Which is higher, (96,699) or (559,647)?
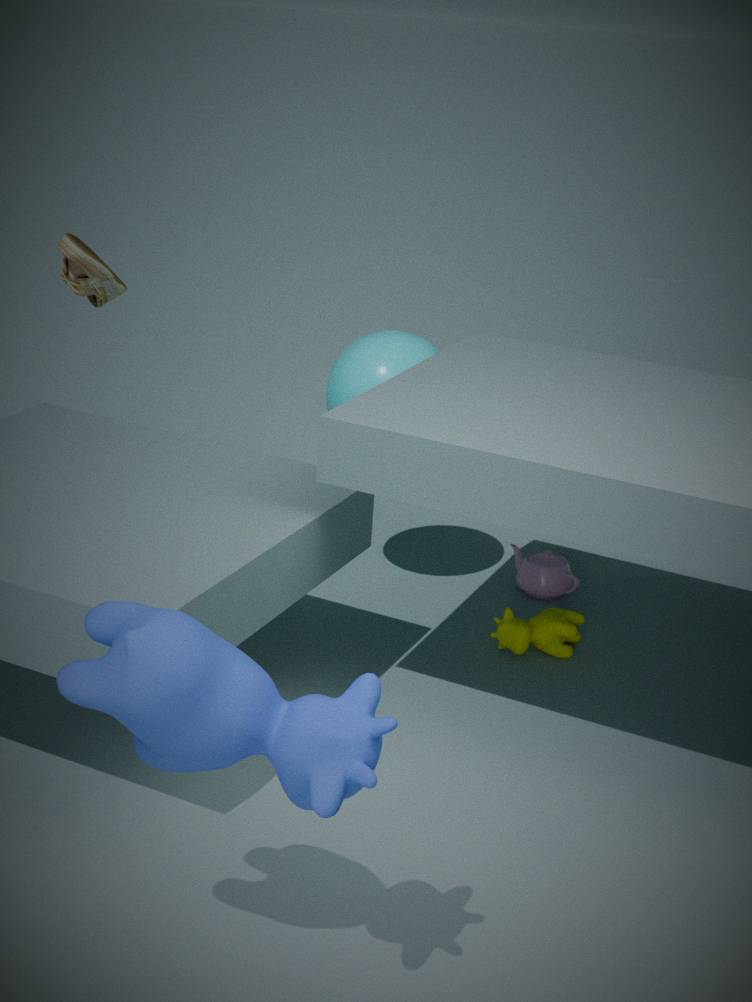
(96,699)
